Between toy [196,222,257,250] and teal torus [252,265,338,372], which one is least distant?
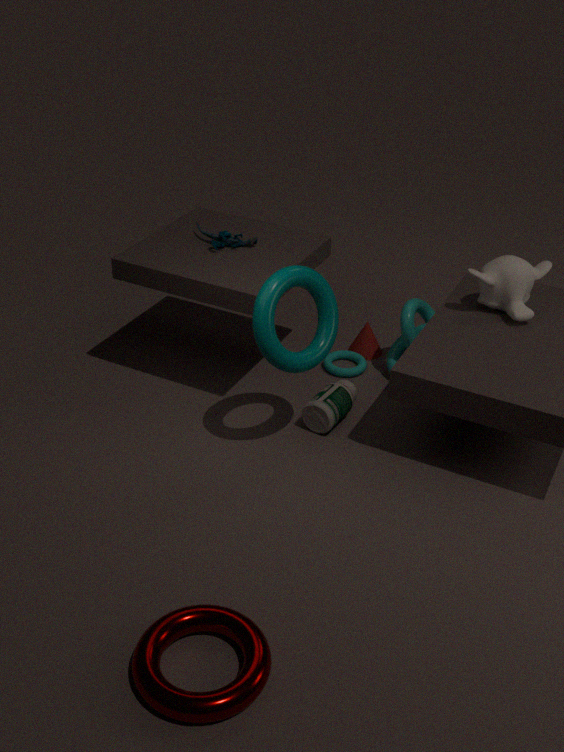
teal torus [252,265,338,372]
